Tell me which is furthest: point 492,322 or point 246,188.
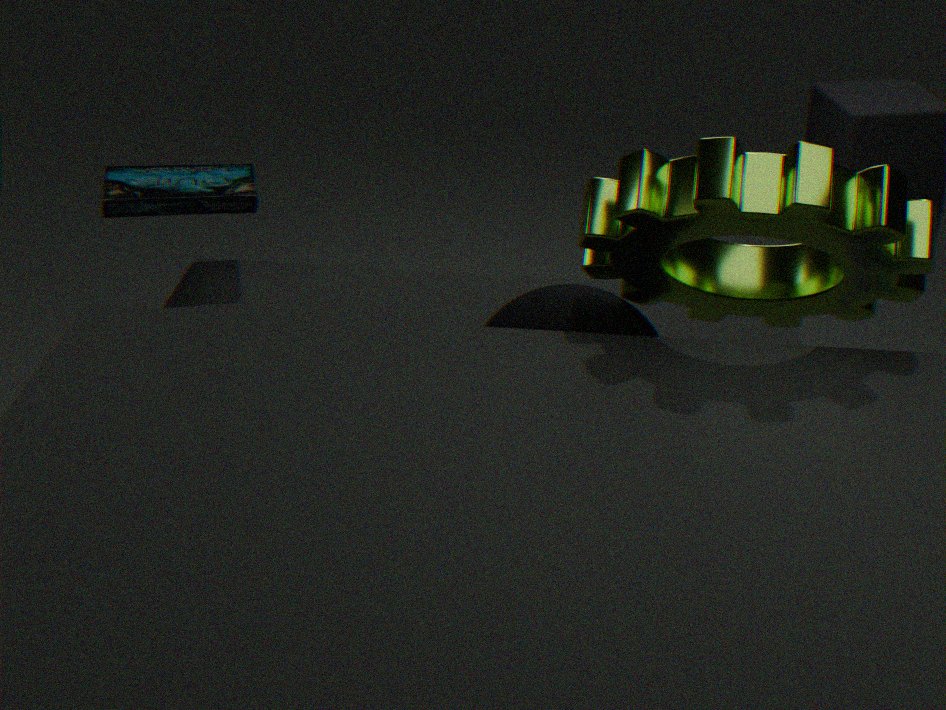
point 246,188
